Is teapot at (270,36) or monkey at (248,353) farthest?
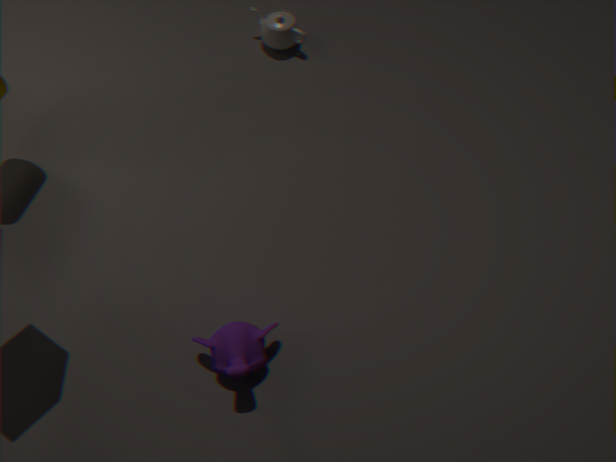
teapot at (270,36)
